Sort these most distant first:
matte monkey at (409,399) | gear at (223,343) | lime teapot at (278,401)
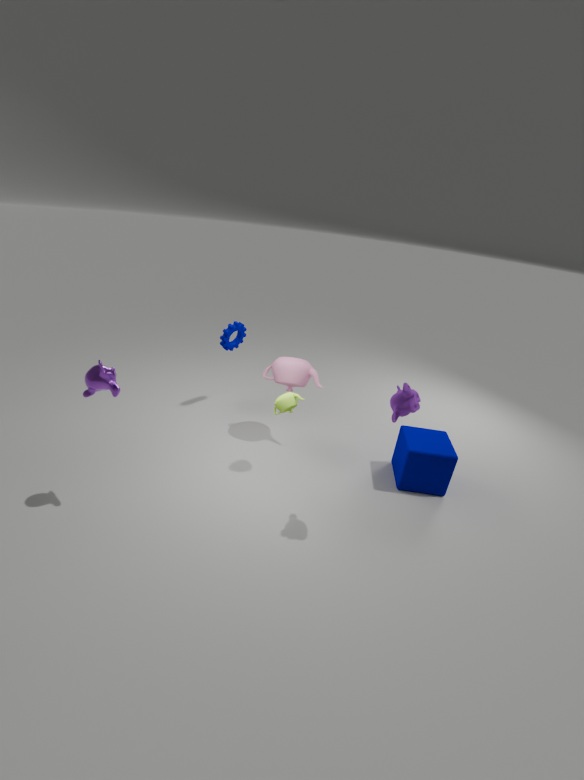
gear at (223,343), lime teapot at (278,401), matte monkey at (409,399)
